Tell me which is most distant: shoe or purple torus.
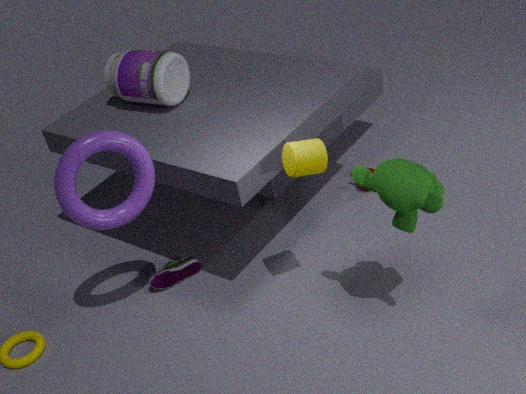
shoe
